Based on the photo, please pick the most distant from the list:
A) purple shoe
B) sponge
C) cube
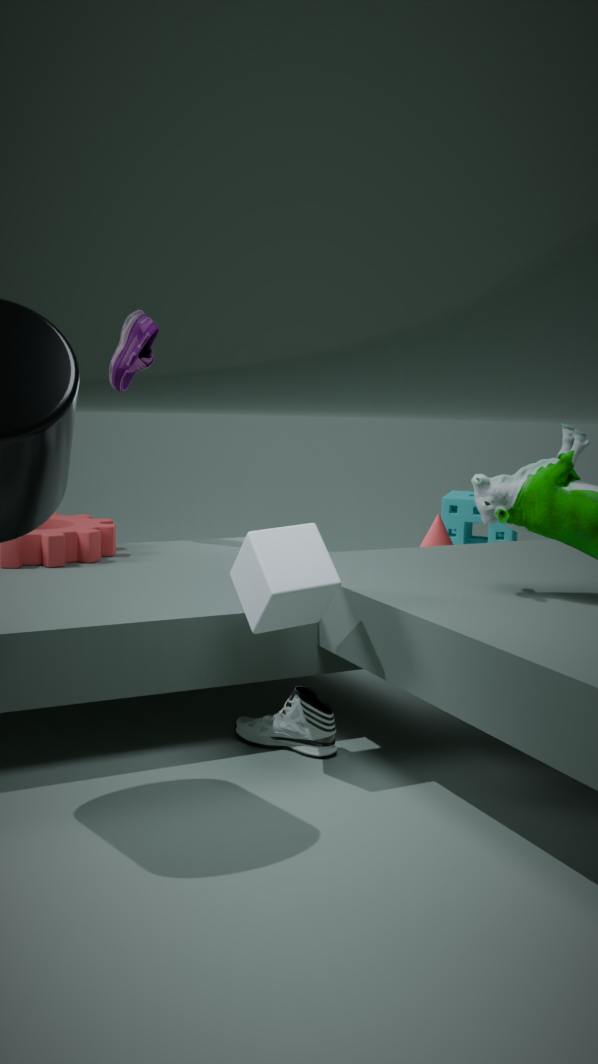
sponge
